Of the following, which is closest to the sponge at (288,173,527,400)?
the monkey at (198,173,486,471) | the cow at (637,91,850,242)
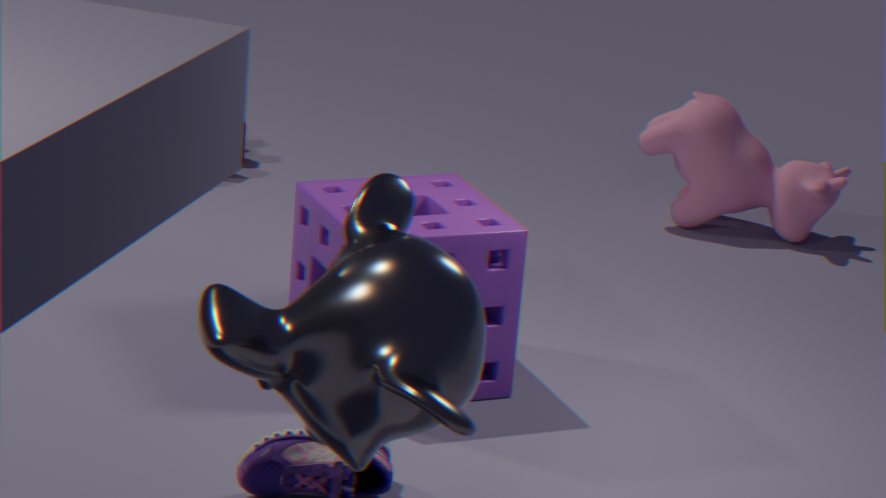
the monkey at (198,173,486,471)
